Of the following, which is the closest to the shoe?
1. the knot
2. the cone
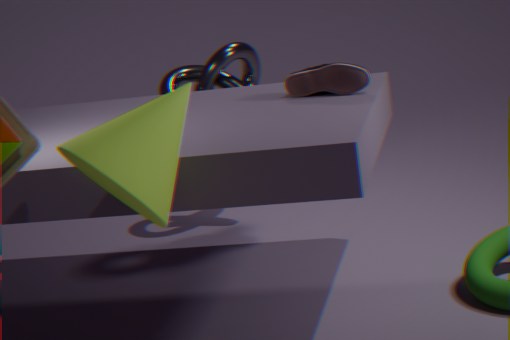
the knot
